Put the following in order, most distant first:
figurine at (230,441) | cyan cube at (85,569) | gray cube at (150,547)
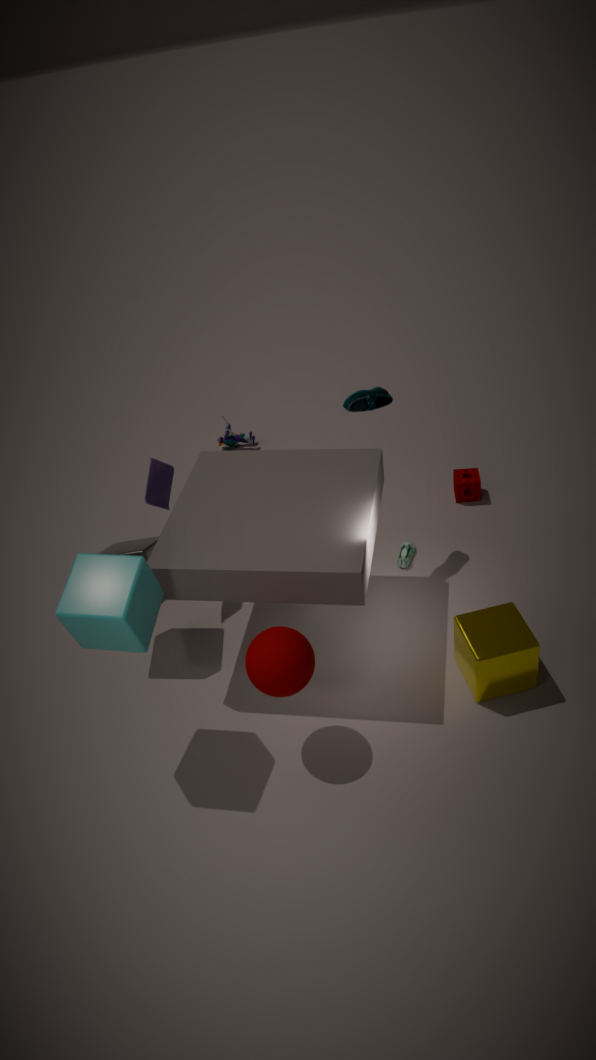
figurine at (230,441)
gray cube at (150,547)
cyan cube at (85,569)
